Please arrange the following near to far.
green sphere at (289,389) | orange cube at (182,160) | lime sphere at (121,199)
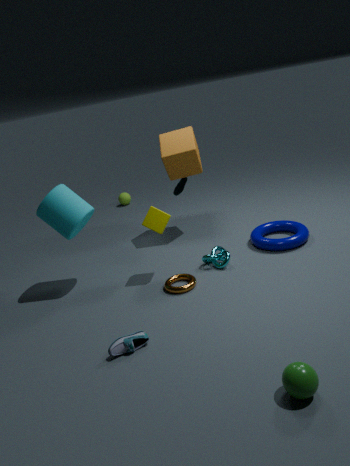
green sphere at (289,389)
orange cube at (182,160)
lime sphere at (121,199)
